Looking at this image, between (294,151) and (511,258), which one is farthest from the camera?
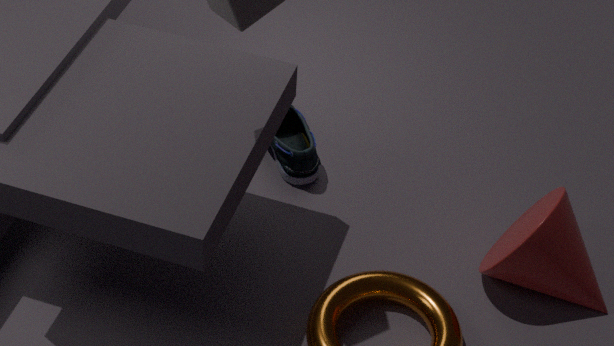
(294,151)
